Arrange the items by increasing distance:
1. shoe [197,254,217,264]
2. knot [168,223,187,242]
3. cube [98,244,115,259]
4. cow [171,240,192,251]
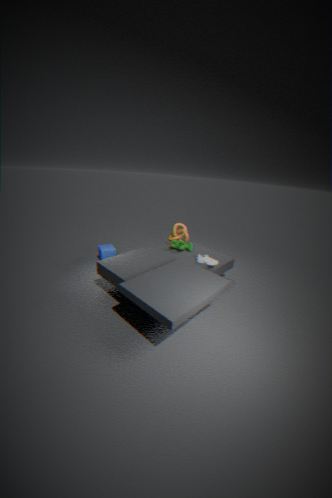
shoe [197,254,217,264] < cow [171,240,192,251] < knot [168,223,187,242] < cube [98,244,115,259]
